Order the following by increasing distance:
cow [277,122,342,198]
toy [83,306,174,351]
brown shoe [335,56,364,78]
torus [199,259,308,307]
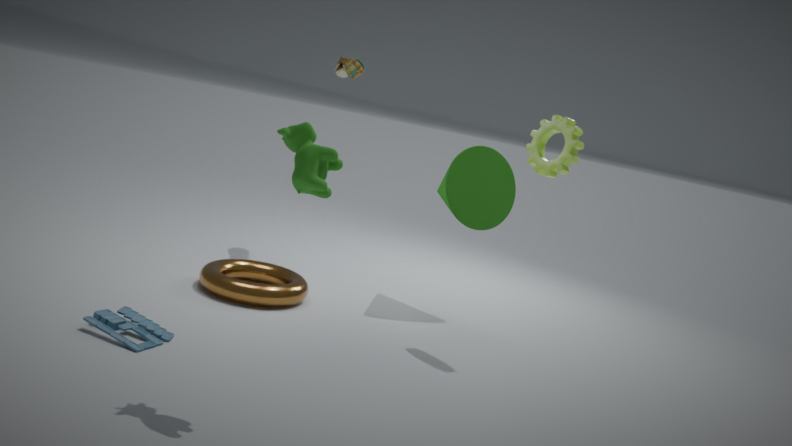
cow [277,122,342,198], toy [83,306,174,351], torus [199,259,308,307], brown shoe [335,56,364,78]
